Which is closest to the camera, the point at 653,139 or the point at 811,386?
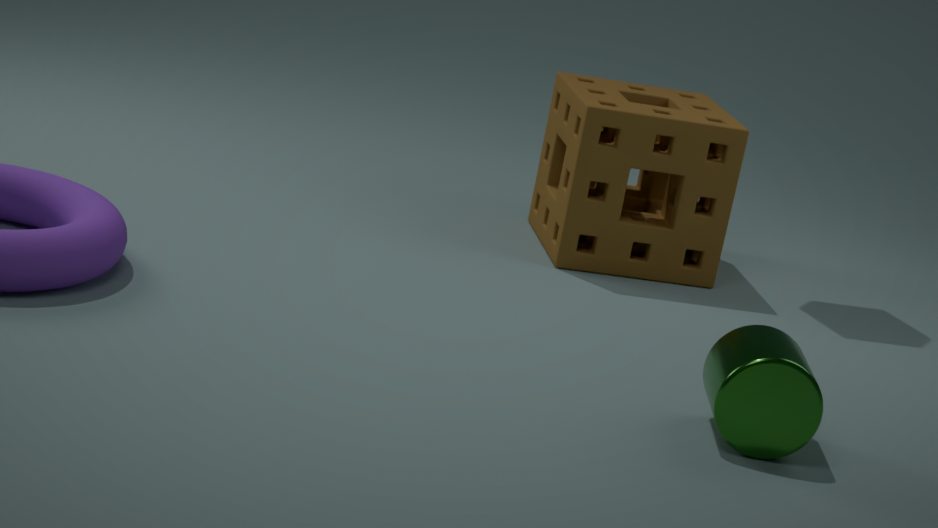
the point at 811,386
